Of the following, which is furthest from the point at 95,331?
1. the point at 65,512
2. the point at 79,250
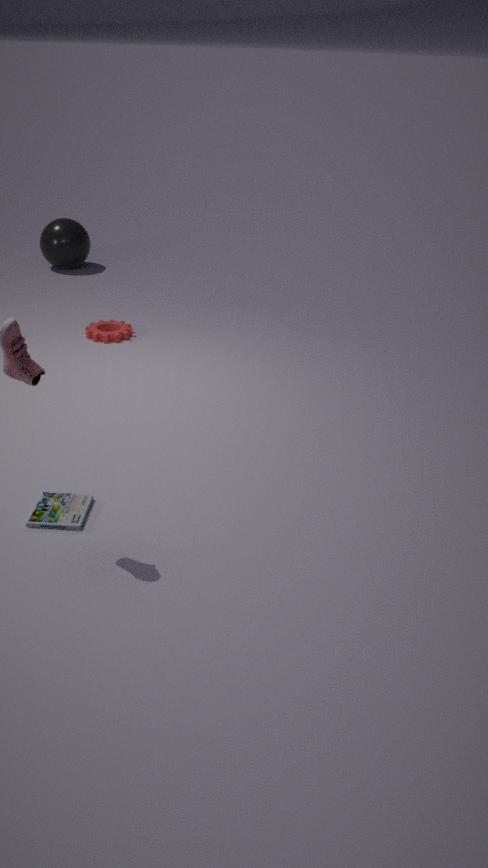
the point at 65,512
